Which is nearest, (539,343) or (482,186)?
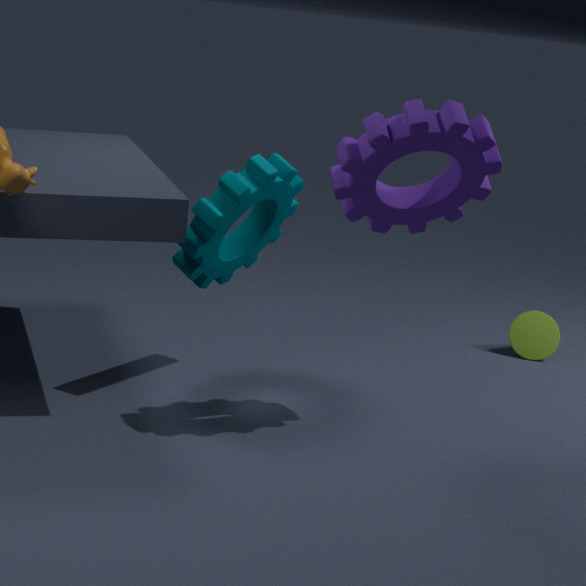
(482,186)
